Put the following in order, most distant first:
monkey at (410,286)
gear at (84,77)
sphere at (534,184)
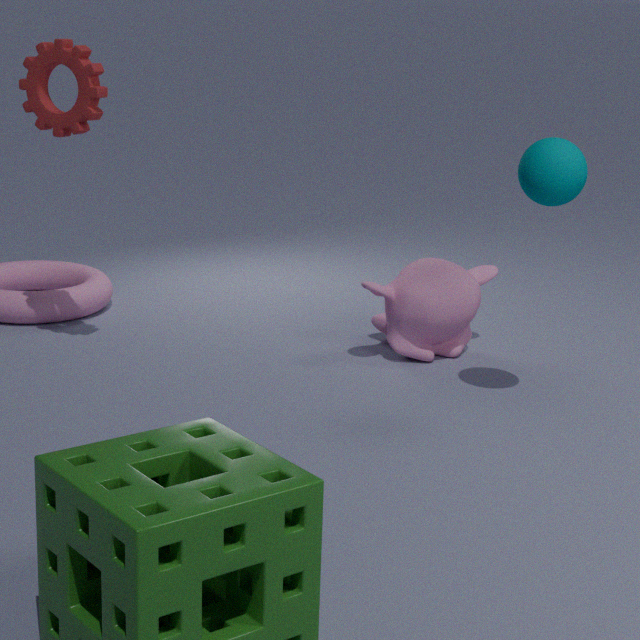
monkey at (410,286) < gear at (84,77) < sphere at (534,184)
